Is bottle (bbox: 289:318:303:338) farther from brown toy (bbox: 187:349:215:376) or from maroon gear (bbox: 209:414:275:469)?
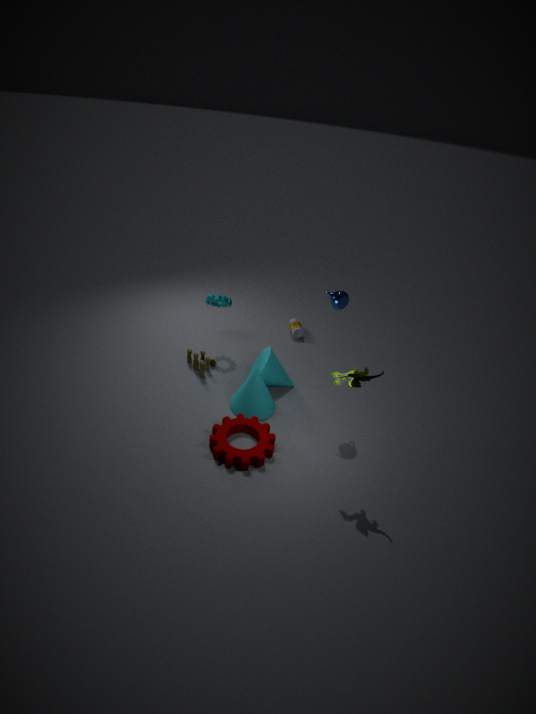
maroon gear (bbox: 209:414:275:469)
